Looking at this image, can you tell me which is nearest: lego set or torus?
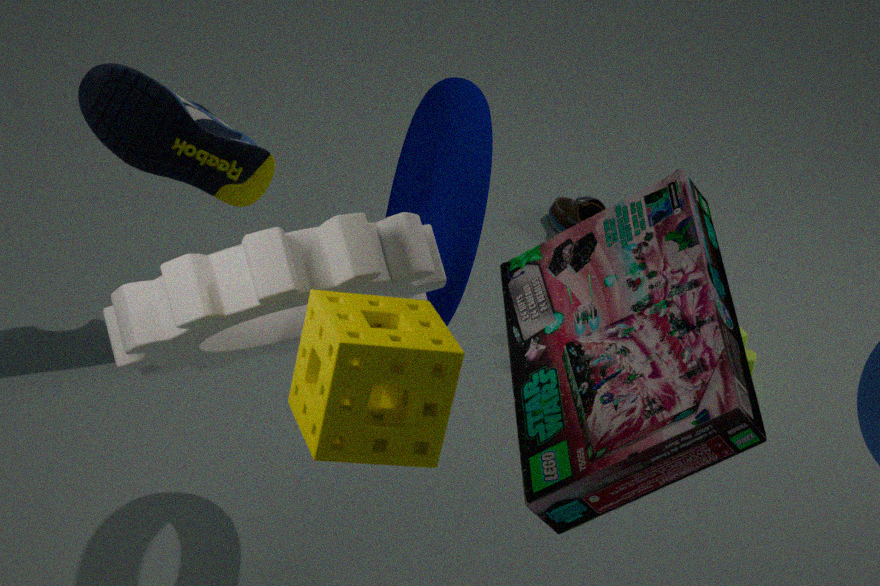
lego set
